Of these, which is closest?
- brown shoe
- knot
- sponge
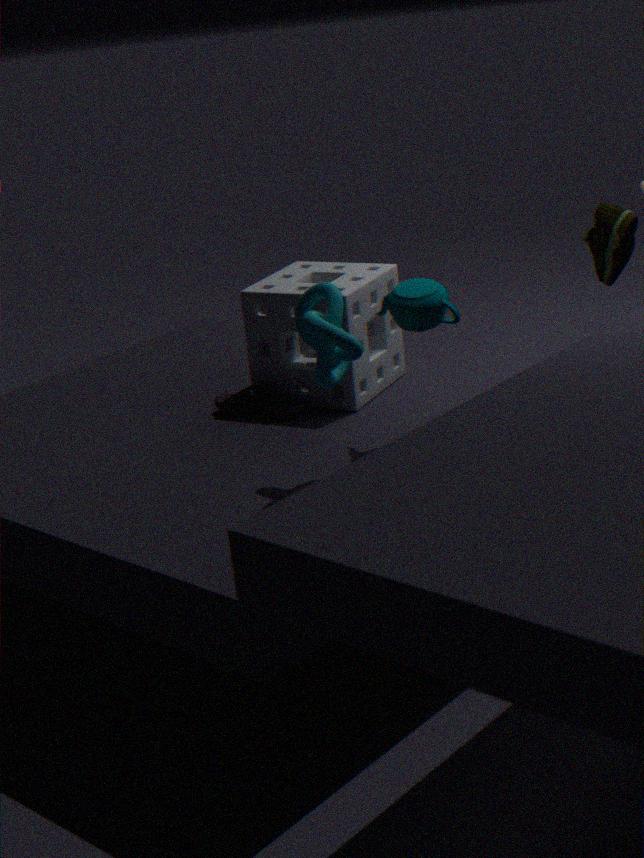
knot
